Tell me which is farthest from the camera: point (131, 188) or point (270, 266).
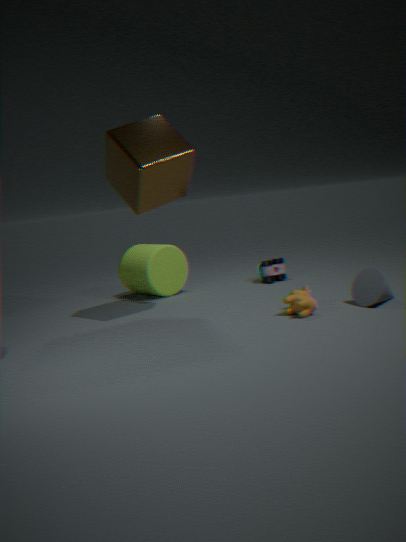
point (270, 266)
